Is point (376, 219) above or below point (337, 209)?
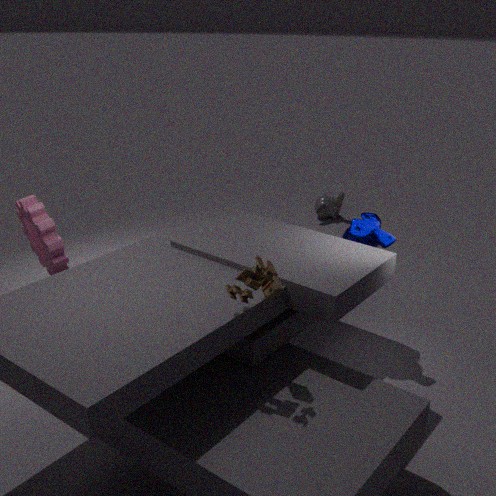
above
